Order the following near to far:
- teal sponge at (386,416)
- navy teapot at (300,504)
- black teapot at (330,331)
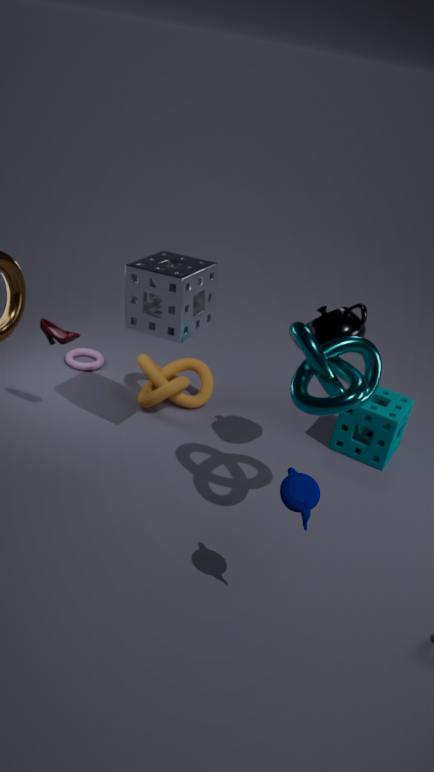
navy teapot at (300,504), black teapot at (330,331), teal sponge at (386,416)
